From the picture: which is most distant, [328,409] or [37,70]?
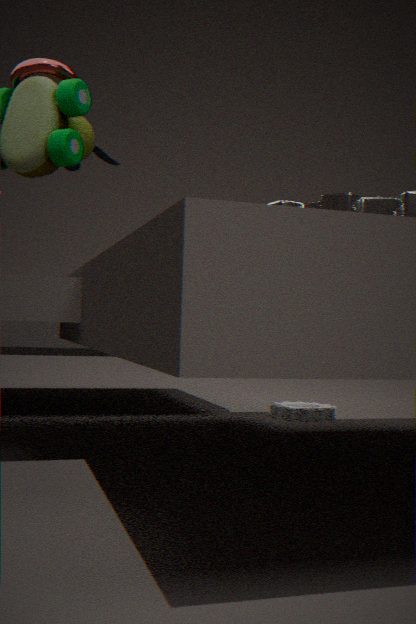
[328,409]
